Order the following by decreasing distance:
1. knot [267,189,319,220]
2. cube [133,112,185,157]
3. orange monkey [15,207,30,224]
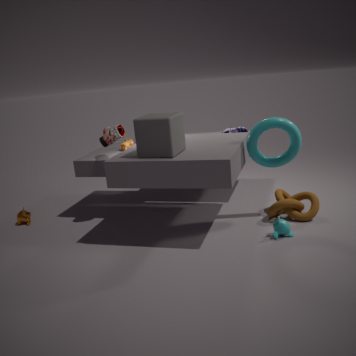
orange monkey [15,207,30,224] < knot [267,189,319,220] < cube [133,112,185,157]
